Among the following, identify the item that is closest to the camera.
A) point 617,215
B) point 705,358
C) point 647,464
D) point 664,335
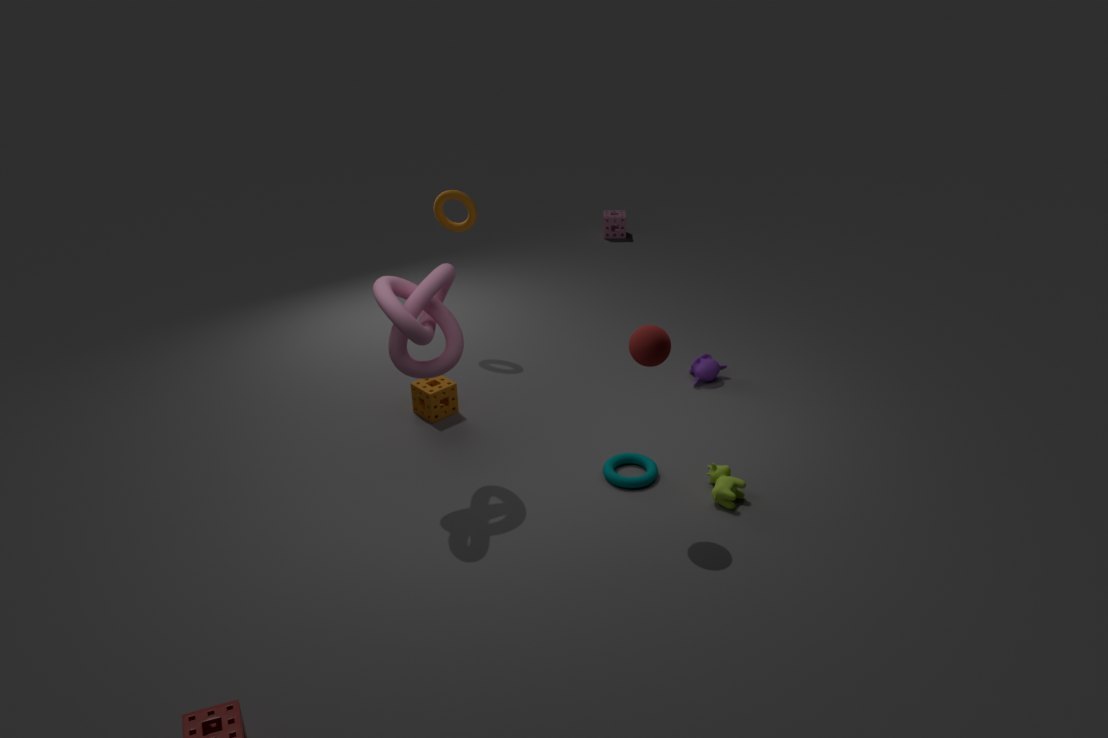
D. point 664,335
